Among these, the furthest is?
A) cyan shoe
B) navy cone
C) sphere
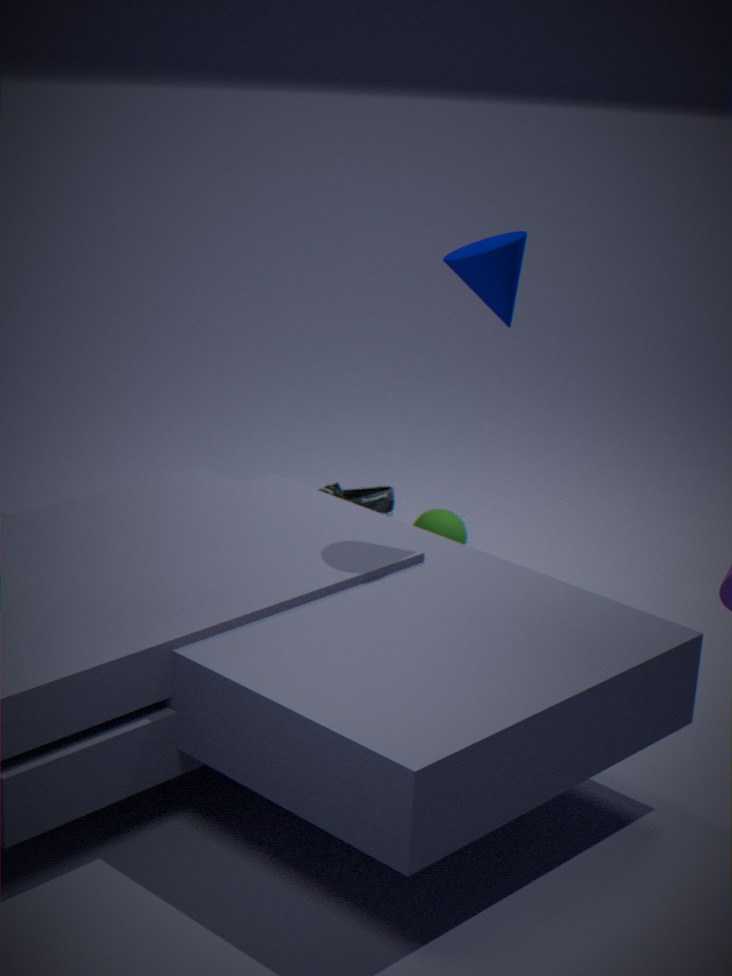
cyan shoe
